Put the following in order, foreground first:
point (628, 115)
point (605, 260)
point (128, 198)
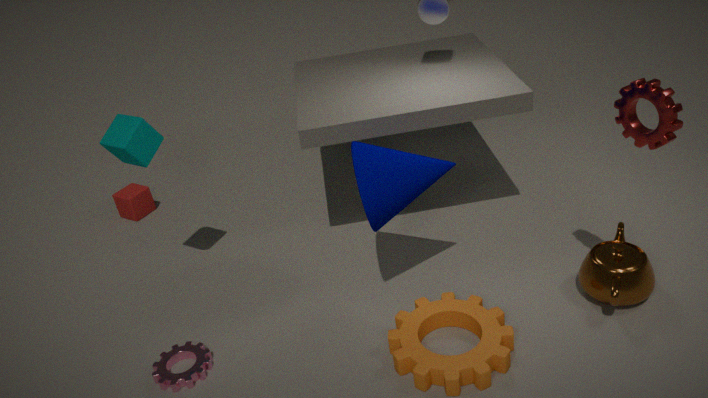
point (628, 115) < point (605, 260) < point (128, 198)
